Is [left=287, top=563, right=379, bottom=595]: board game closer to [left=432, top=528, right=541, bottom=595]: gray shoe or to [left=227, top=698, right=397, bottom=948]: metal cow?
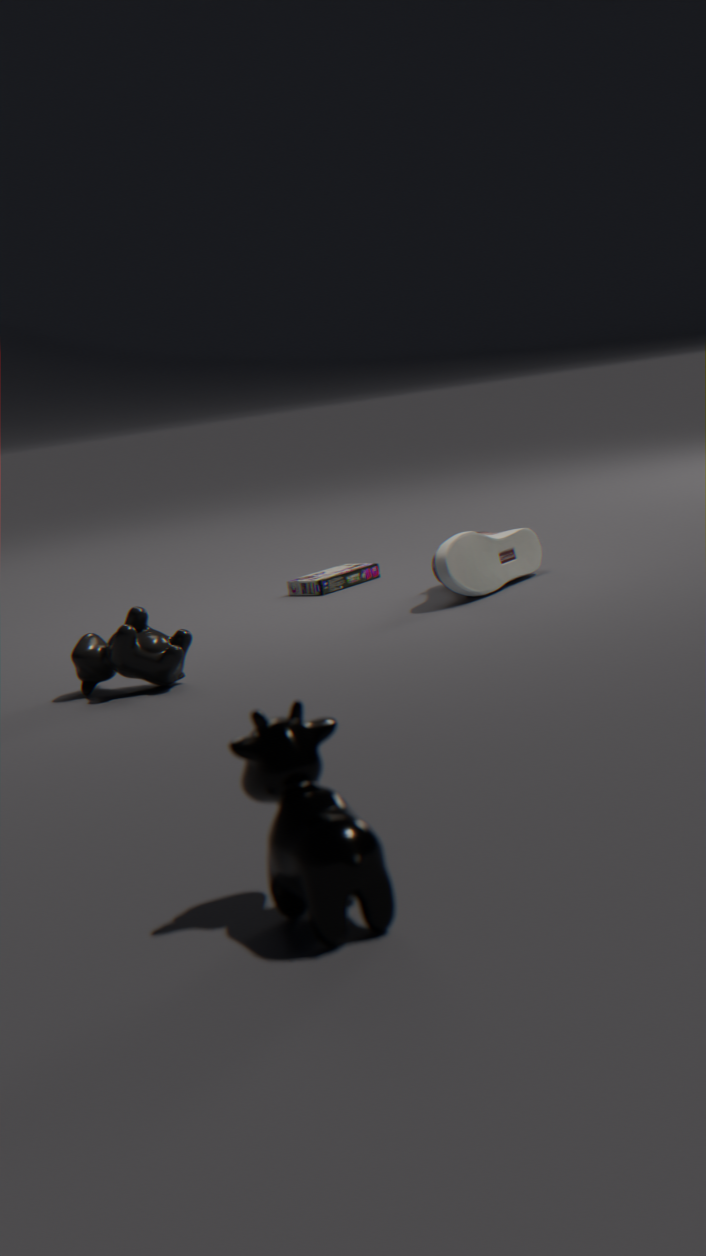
[left=432, top=528, right=541, bottom=595]: gray shoe
